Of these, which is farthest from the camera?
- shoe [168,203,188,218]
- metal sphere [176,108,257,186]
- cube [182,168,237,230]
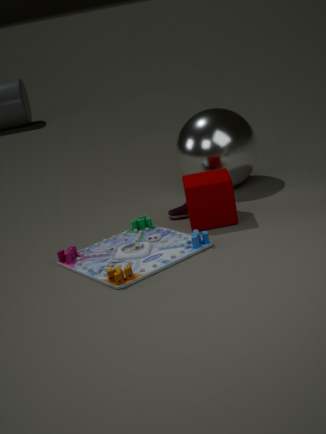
metal sphere [176,108,257,186]
